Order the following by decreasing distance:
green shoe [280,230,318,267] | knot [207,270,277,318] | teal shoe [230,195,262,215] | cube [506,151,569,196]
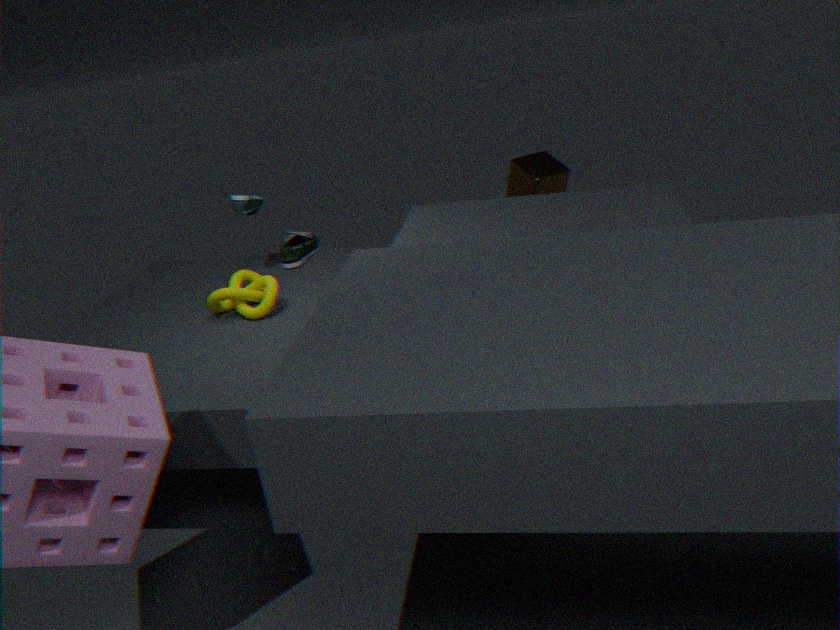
green shoe [280,230,318,267] < cube [506,151,569,196] < teal shoe [230,195,262,215] < knot [207,270,277,318]
